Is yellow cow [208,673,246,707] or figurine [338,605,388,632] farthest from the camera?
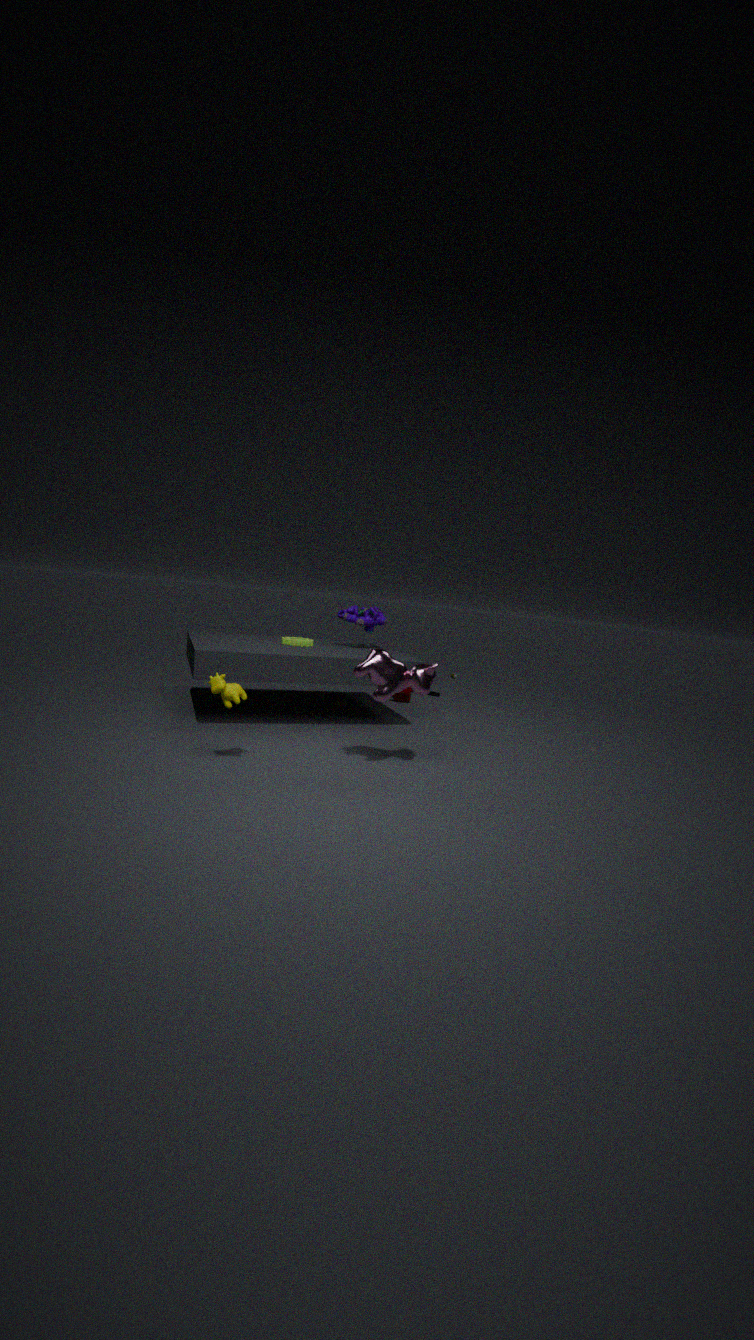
figurine [338,605,388,632]
